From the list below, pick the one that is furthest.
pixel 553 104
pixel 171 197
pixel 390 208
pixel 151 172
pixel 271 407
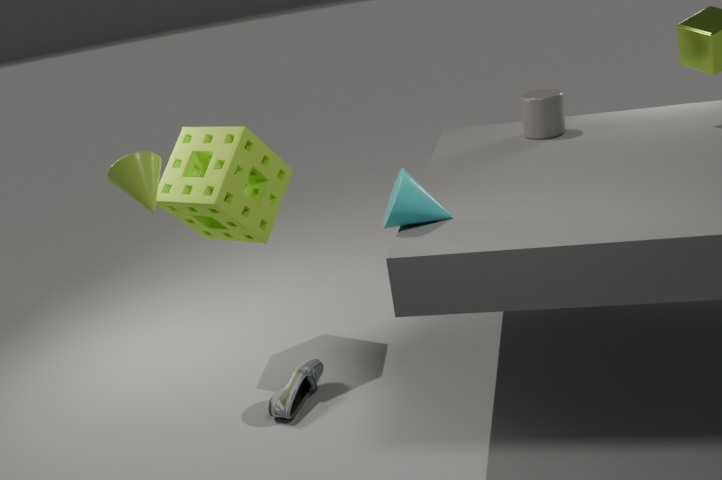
pixel 553 104
